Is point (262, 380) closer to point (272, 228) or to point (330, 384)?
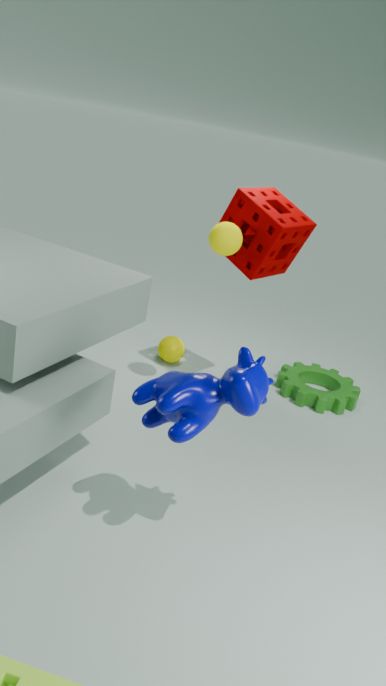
point (272, 228)
